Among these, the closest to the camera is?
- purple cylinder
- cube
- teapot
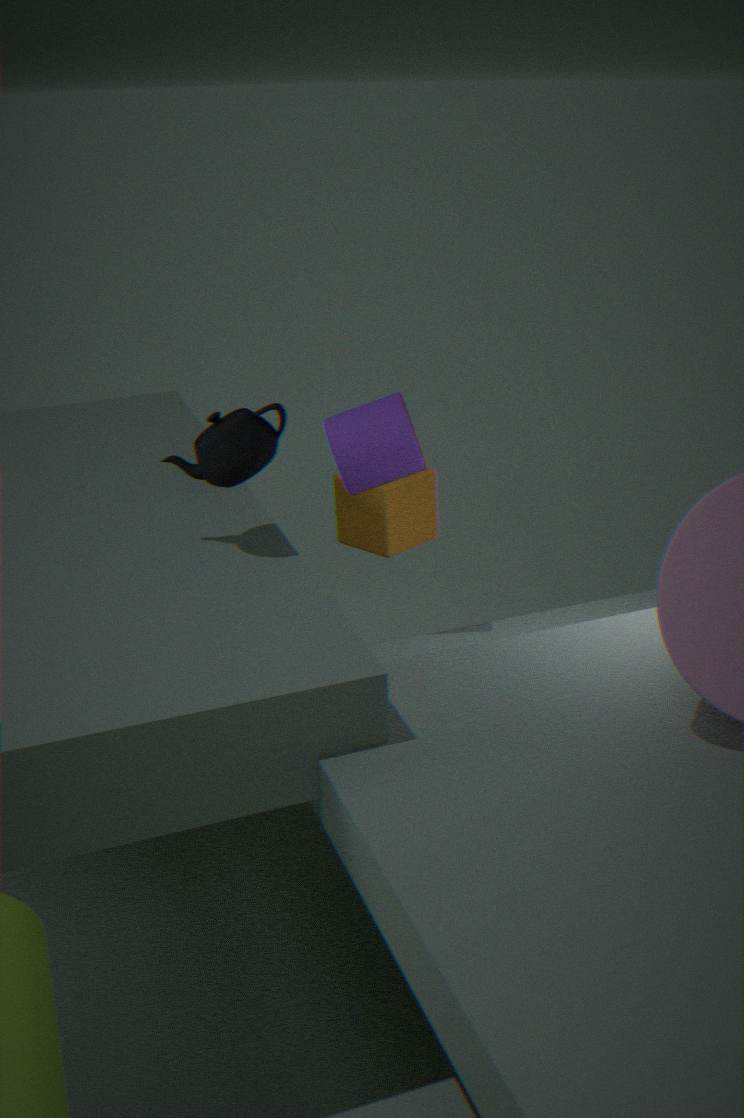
teapot
